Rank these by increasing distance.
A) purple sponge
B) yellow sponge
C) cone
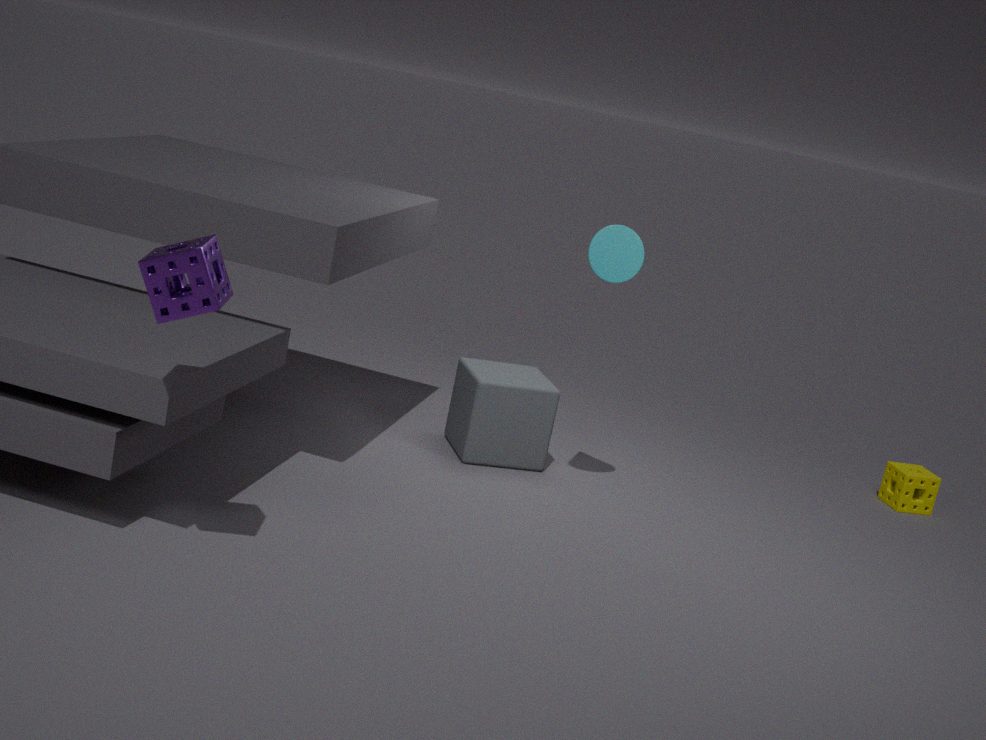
purple sponge → cone → yellow sponge
